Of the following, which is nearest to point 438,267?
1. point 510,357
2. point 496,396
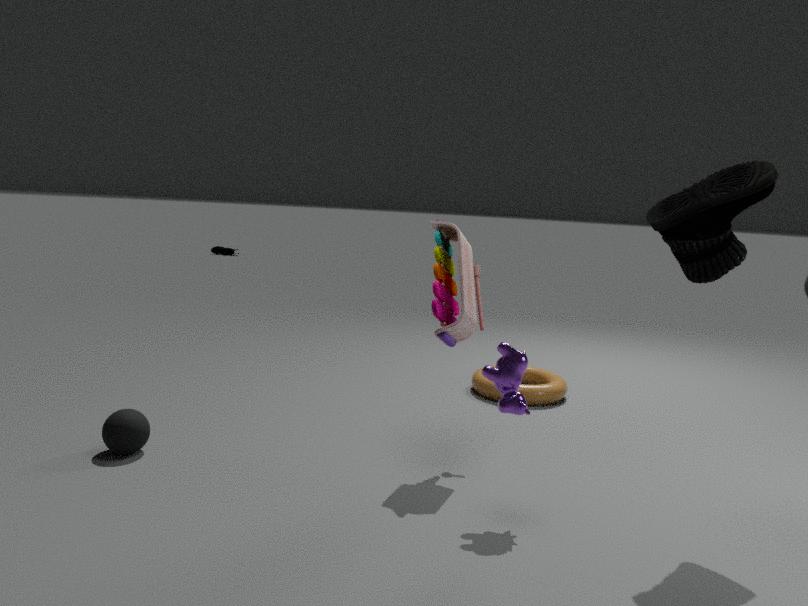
point 510,357
